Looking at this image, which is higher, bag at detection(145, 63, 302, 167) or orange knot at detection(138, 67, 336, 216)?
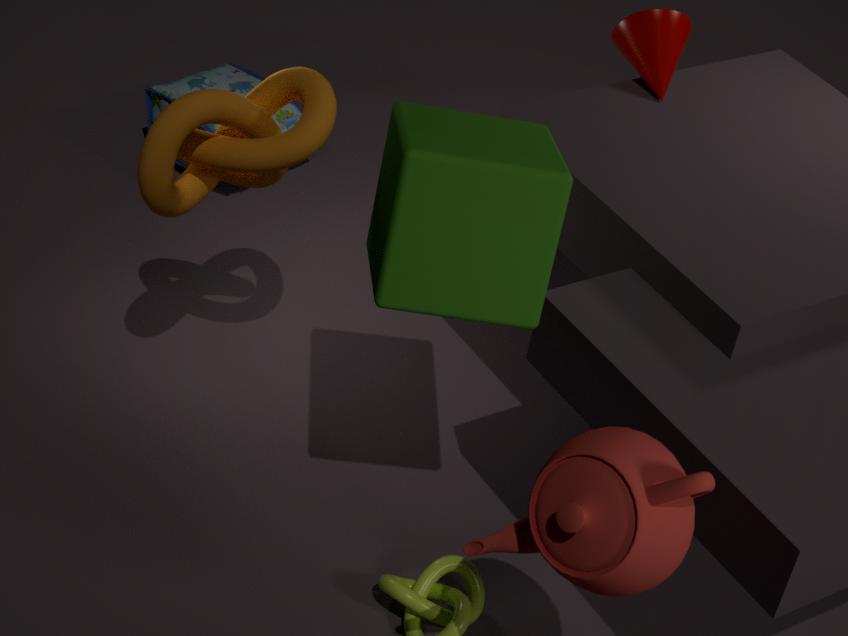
orange knot at detection(138, 67, 336, 216)
